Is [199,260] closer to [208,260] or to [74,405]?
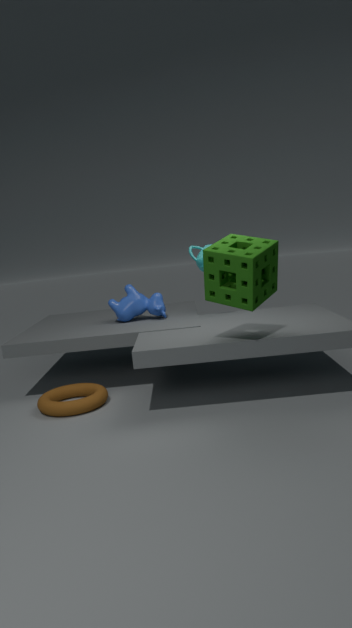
[208,260]
